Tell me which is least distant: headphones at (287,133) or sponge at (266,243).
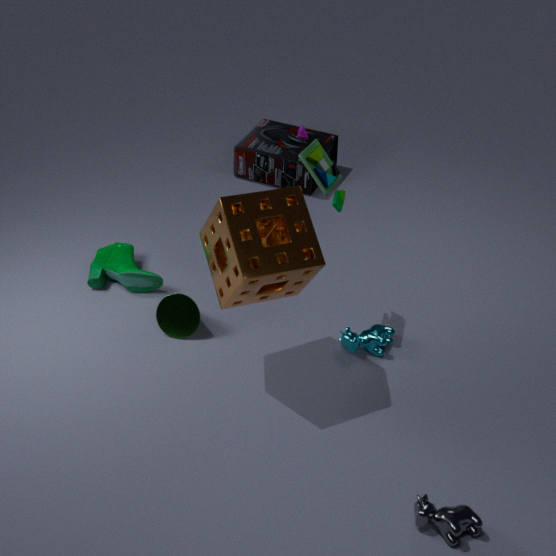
sponge at (266,243)
